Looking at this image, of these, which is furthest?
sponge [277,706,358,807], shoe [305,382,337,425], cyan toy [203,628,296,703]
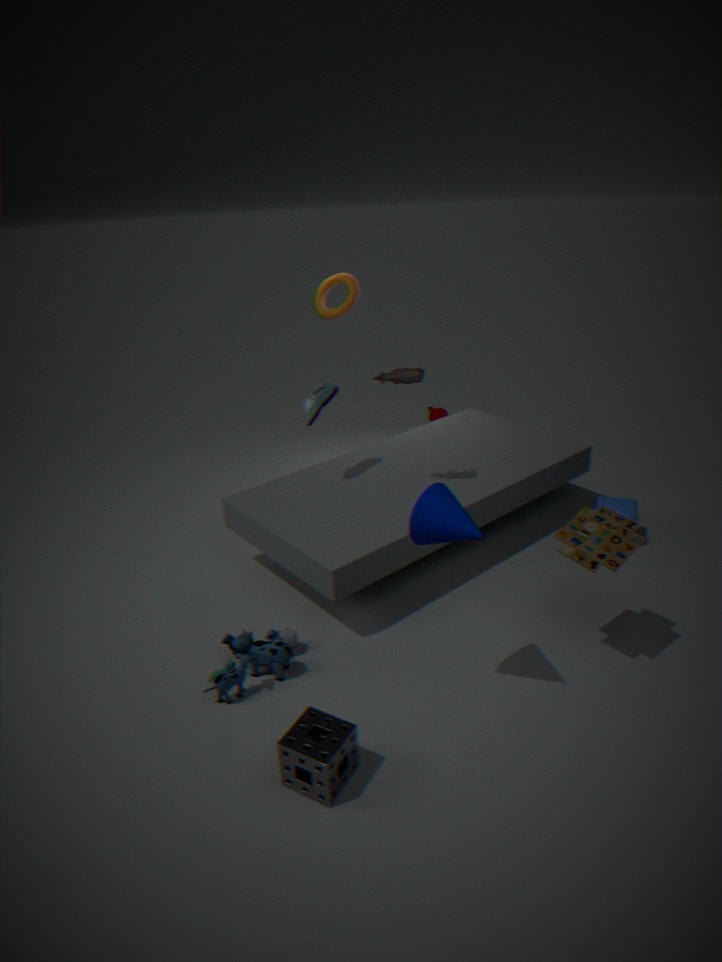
shoe [305,382,337,425]
